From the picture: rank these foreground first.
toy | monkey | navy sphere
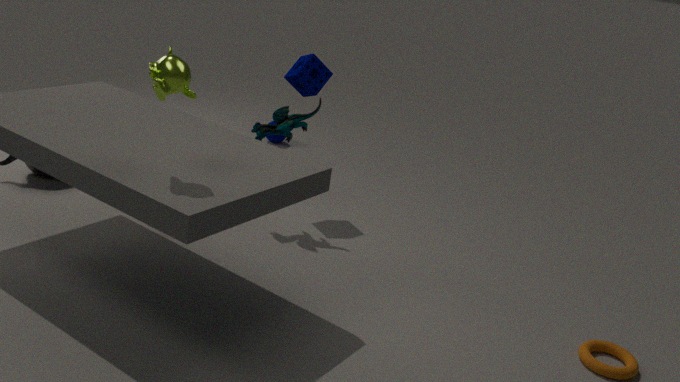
monkey → toy → navy sphere
